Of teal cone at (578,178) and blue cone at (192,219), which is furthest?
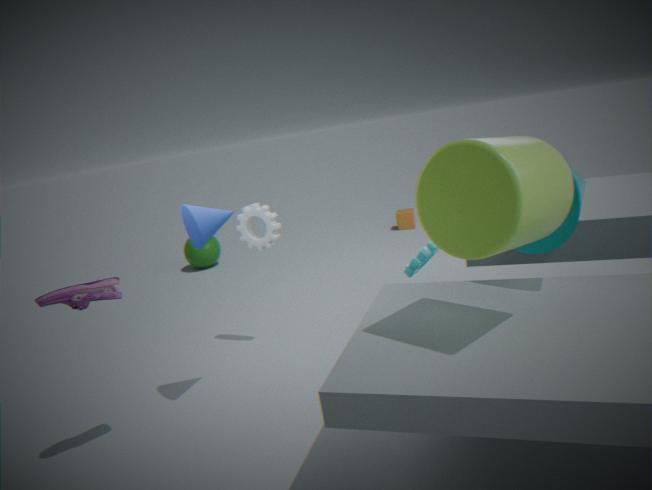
blue cone at (192,219)
